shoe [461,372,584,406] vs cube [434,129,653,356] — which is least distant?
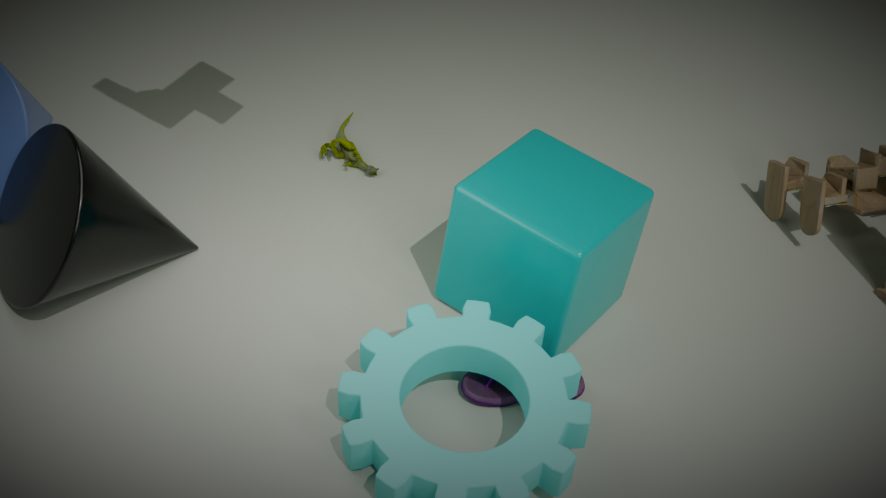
cube [434,129,653,356]
